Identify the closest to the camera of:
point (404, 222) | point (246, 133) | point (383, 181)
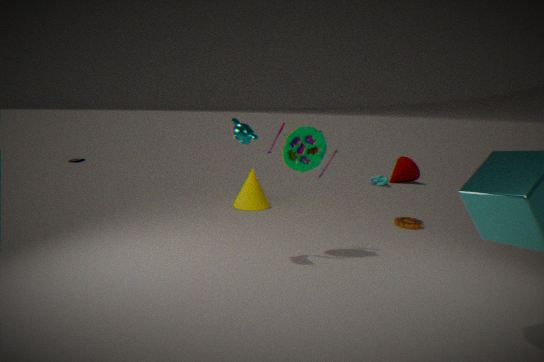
point (246, 133)
